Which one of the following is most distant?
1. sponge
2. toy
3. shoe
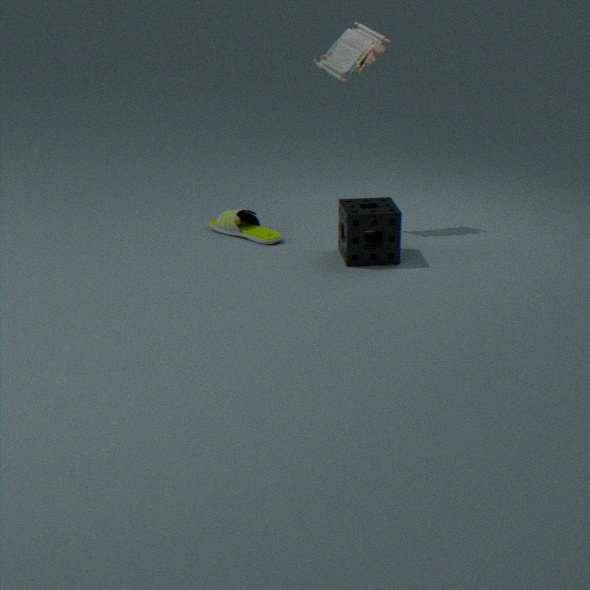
shoe
